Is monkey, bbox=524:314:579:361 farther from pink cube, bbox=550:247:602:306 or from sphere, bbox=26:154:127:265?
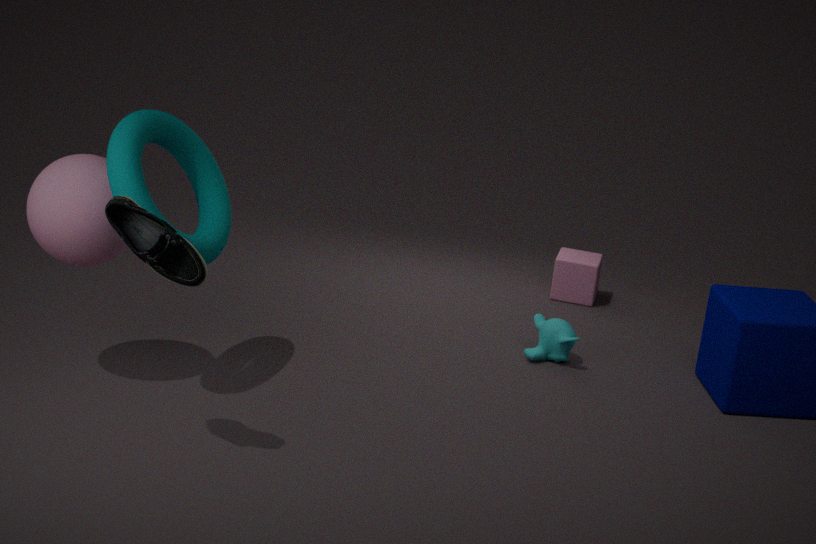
sphere, bbox=26:154:127:265
